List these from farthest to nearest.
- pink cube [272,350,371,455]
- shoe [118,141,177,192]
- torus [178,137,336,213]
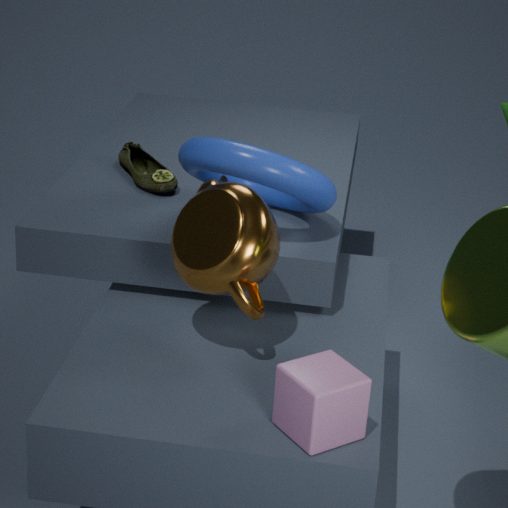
shoe [118,141,177,192] < torus [178,137,336,213] < pink cube [272,350,371,455]
